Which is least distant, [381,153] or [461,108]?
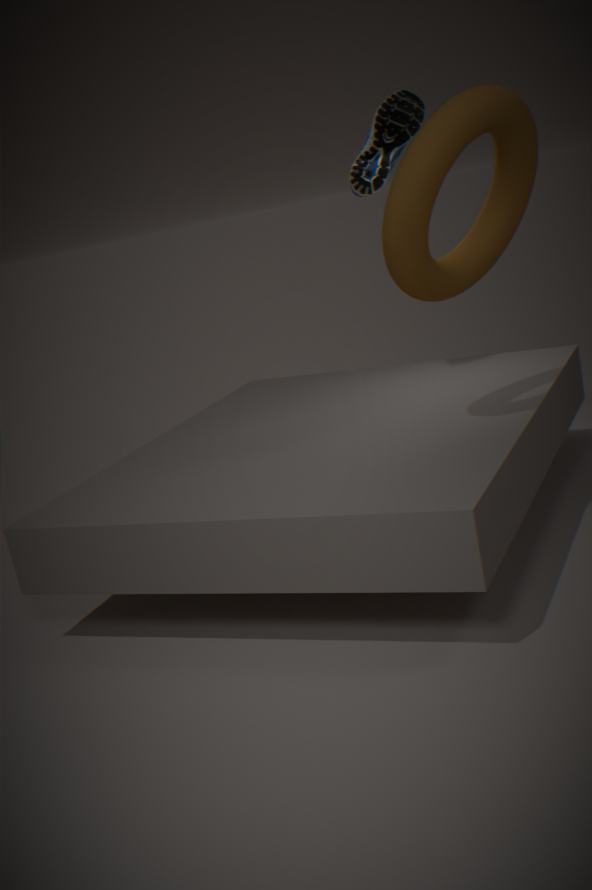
[461,108]
